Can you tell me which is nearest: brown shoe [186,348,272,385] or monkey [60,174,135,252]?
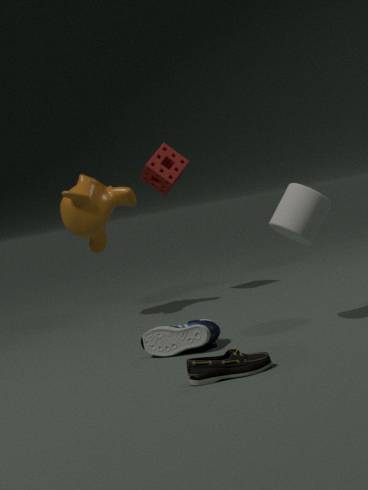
brown shoe [186,348,272,385]
